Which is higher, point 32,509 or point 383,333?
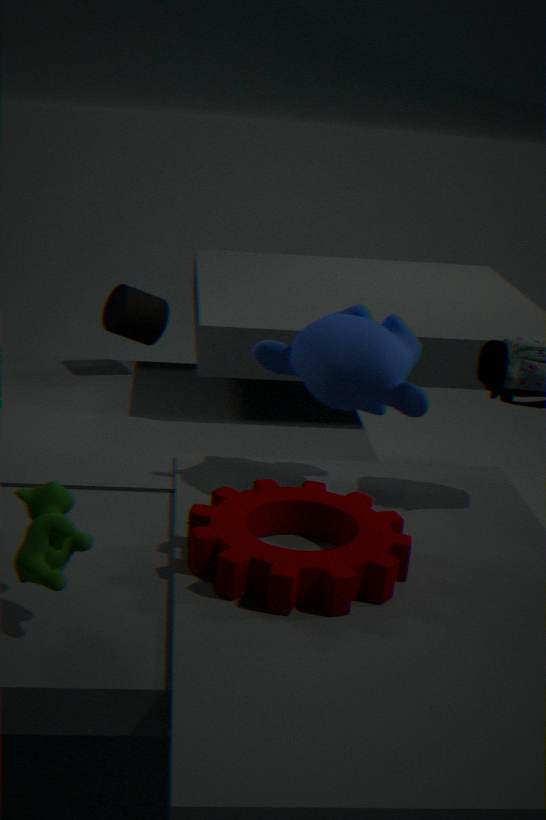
point 383,333
